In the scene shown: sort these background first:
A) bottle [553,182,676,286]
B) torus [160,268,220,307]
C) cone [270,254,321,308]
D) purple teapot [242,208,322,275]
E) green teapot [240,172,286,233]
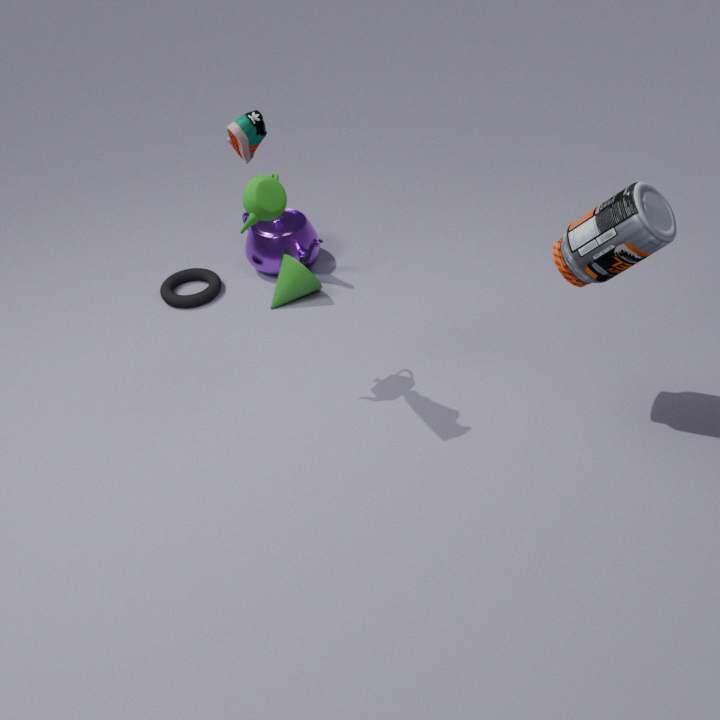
purple teapot [242,208,322,275]
torus [160,268,220,307]
cone [270,254,321,308]
green teapot [240,172,286,233]
bottle [553,182,676,286]
